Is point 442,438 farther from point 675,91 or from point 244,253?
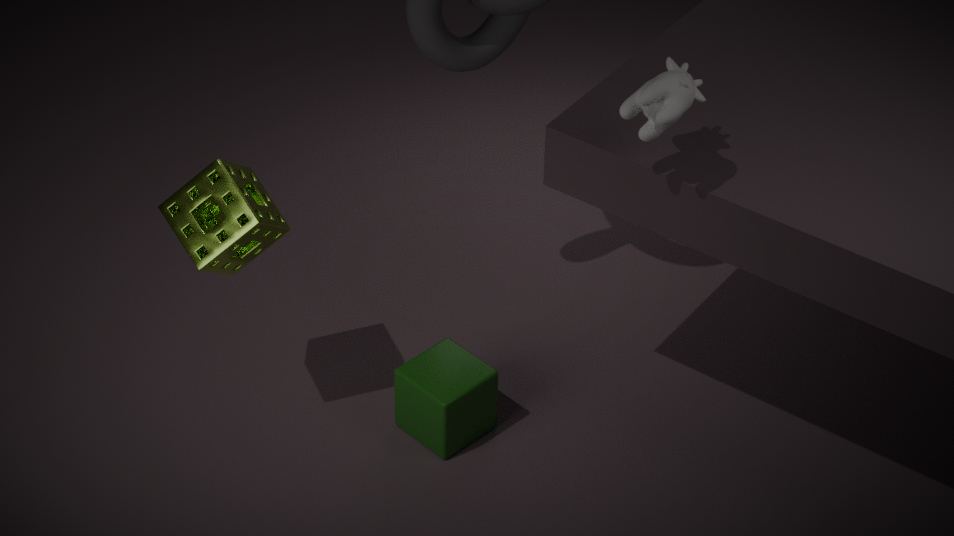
point 675,91
